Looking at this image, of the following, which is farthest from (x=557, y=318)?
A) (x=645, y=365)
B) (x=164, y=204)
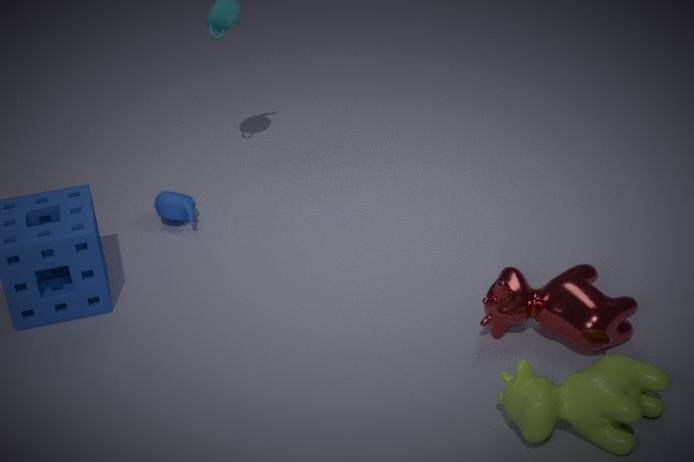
(x=164, y=204)
